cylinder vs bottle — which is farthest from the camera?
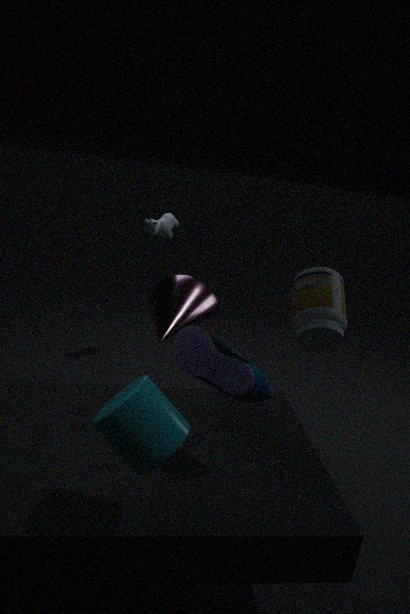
bottle
